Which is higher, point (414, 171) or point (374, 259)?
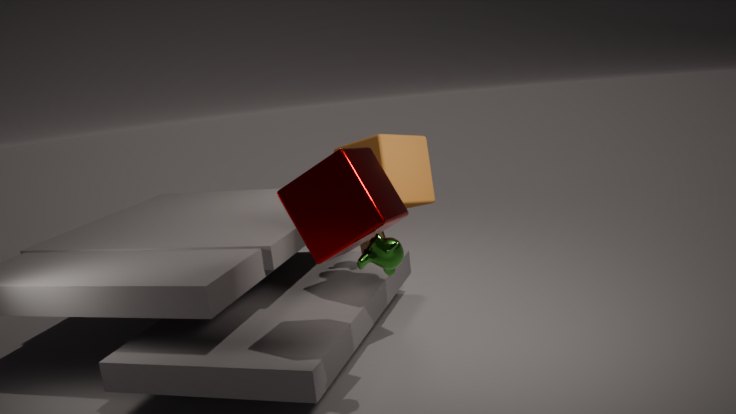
point (414, 171)
